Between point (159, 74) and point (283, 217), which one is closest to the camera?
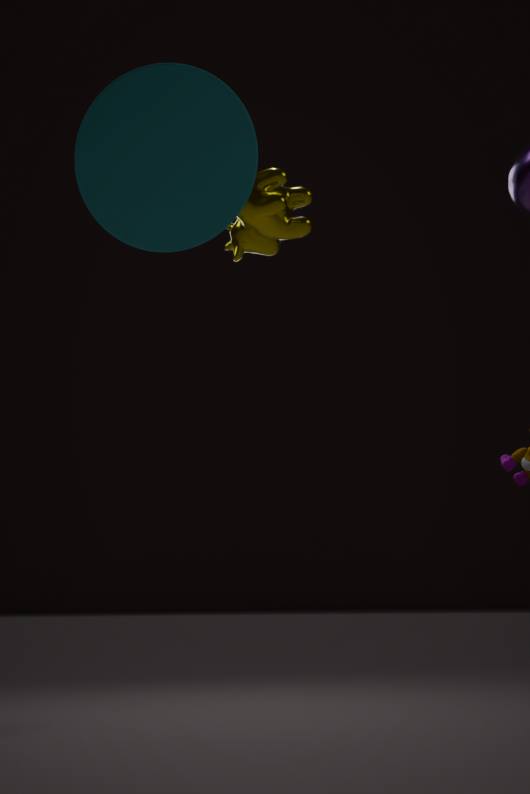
point (159, 74)
